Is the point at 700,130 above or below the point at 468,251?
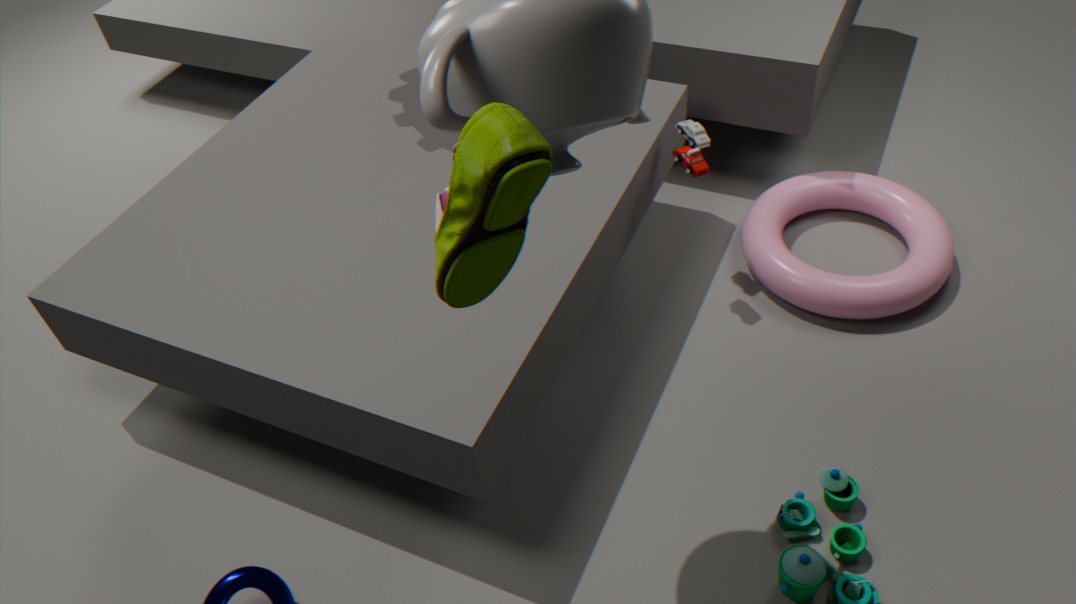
below
